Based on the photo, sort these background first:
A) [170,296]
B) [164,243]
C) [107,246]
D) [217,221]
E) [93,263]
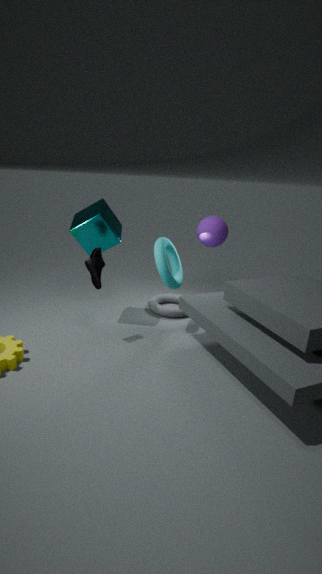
[170,296] → [217,221] → [107,246] → [164,243] → [93,263]
